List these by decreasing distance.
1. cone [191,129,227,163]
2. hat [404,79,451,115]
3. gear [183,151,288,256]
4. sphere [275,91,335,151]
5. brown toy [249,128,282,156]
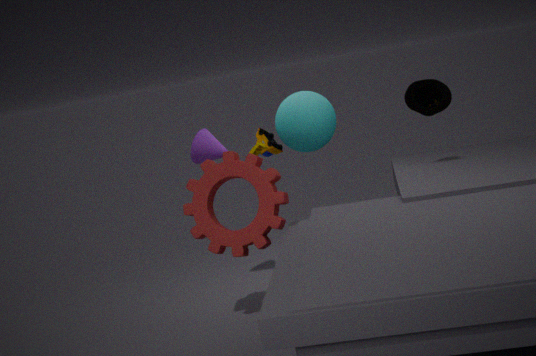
hat [404,79,451,115] < cone [191,129,227,163] < sphere [275,91,335,151] < brown toy [249,128,282,156] < gear [183,151,288,256]
